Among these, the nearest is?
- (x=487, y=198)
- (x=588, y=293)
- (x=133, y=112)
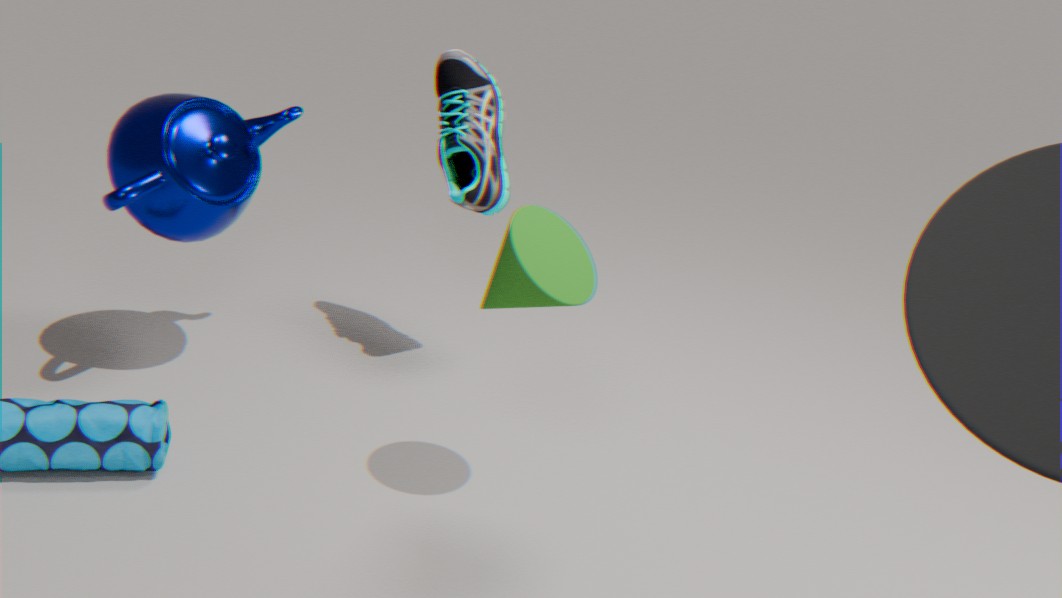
(x=588, y=293)
